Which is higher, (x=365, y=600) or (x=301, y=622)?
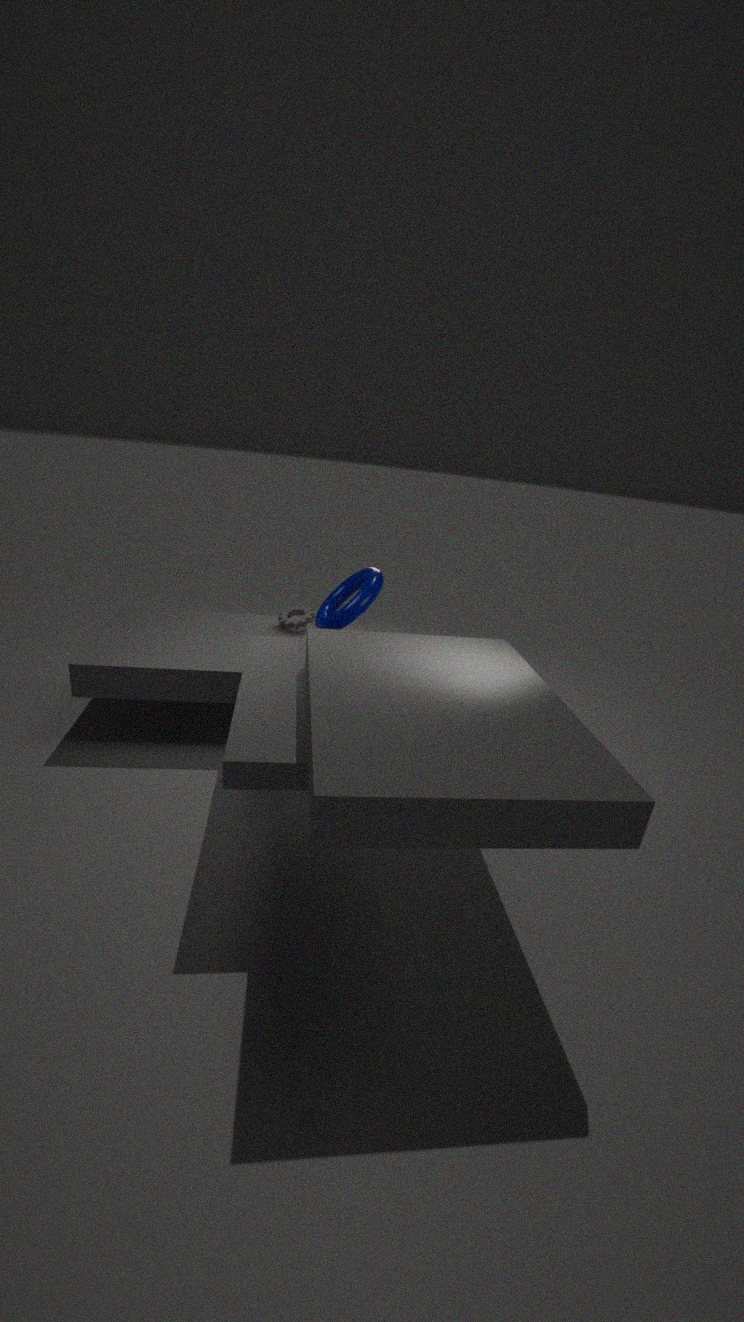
(x=365, y=600)
